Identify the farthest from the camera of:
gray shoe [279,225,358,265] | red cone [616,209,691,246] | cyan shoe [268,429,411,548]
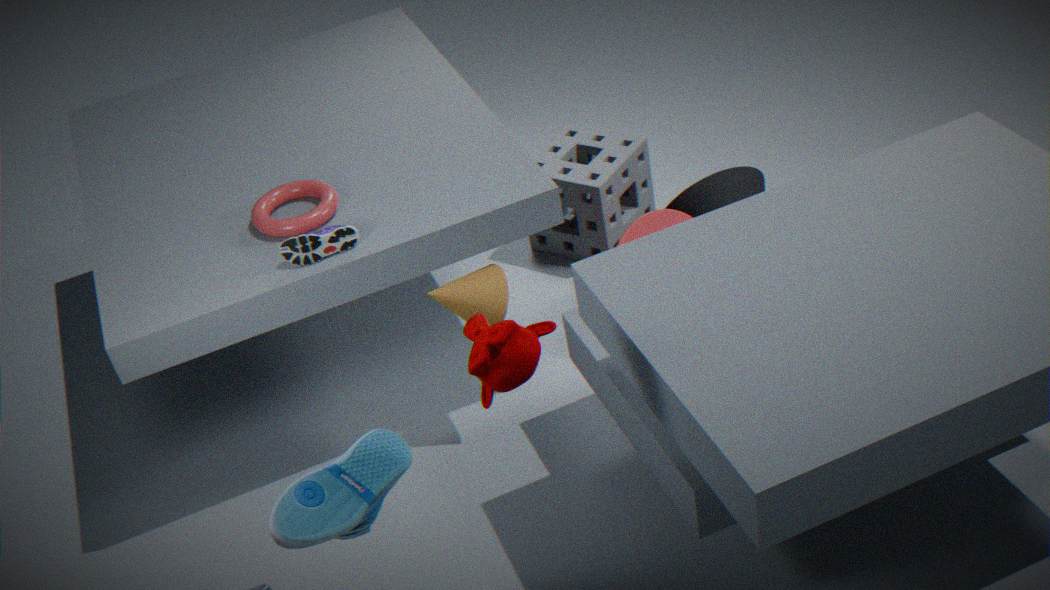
red cone [616,209,691,246]
